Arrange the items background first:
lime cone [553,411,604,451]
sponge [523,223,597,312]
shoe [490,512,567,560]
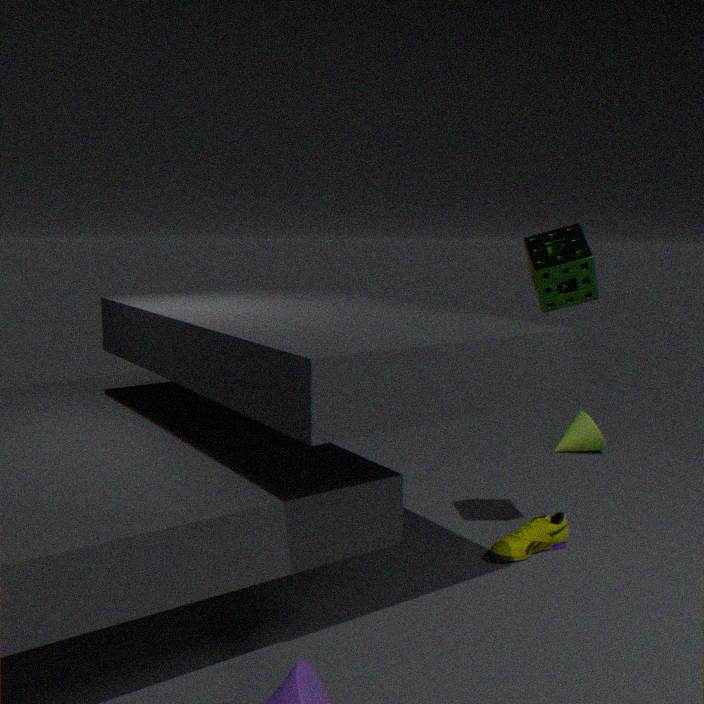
lime cone [553,411,604,451], shoe [490,512,567,560], sponge [523,223,597,312]
